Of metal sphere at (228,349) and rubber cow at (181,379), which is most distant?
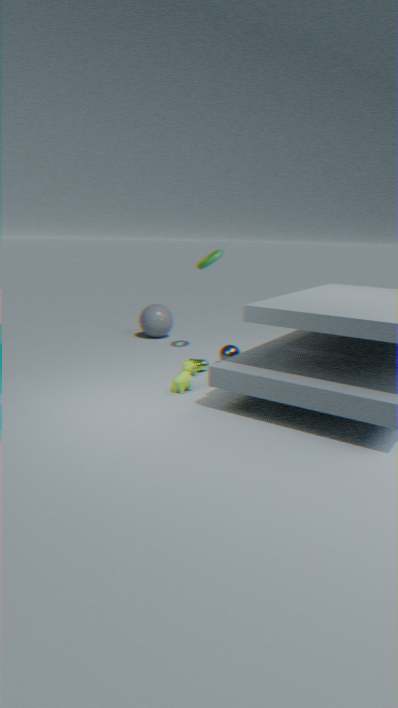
metal sphere at (228,349)
